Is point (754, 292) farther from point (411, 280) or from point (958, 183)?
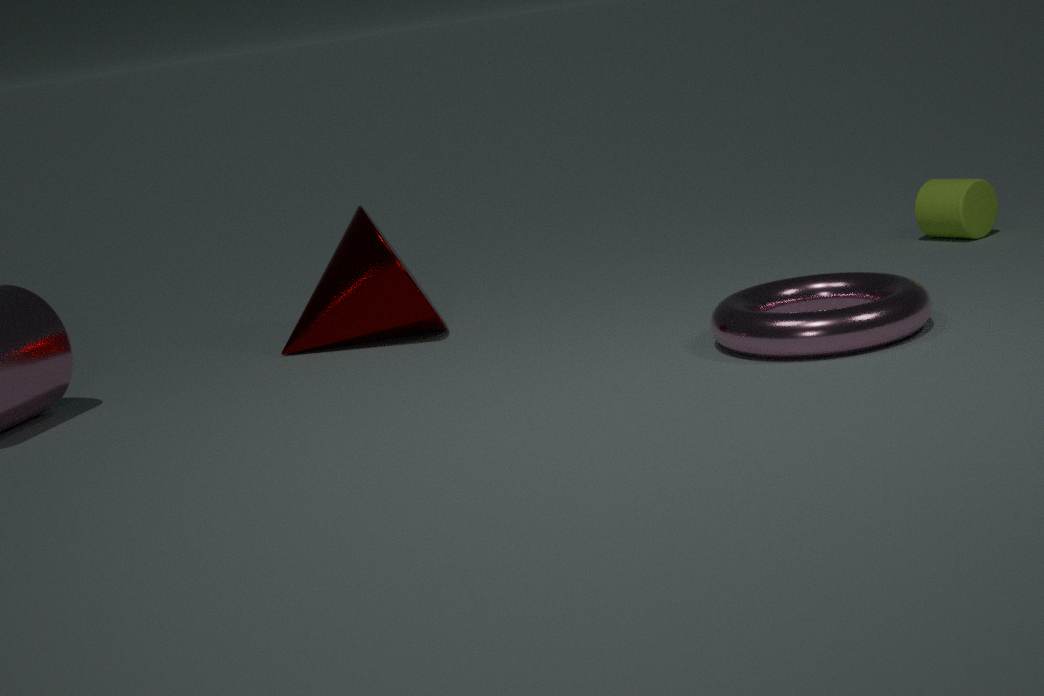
point (411, 280)
